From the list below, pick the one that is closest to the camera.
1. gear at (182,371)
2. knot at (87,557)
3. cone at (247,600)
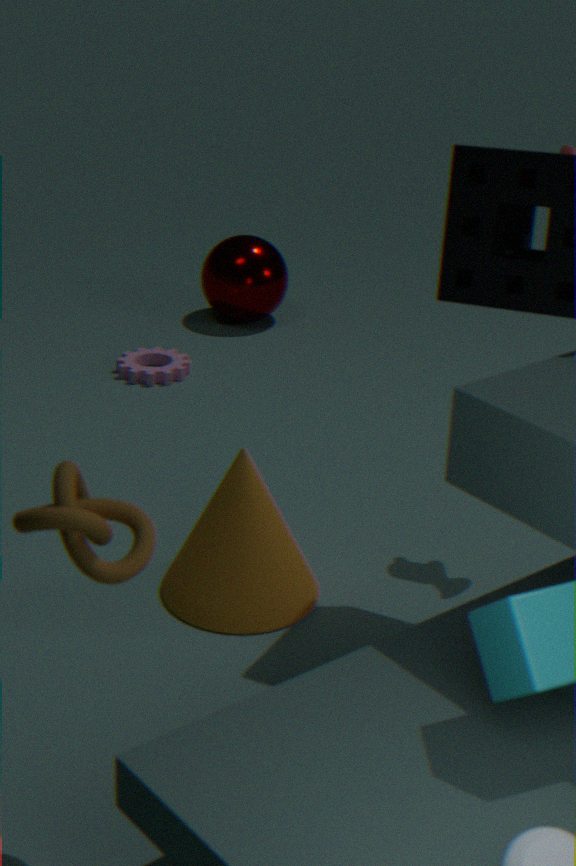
knot at (87,557)
